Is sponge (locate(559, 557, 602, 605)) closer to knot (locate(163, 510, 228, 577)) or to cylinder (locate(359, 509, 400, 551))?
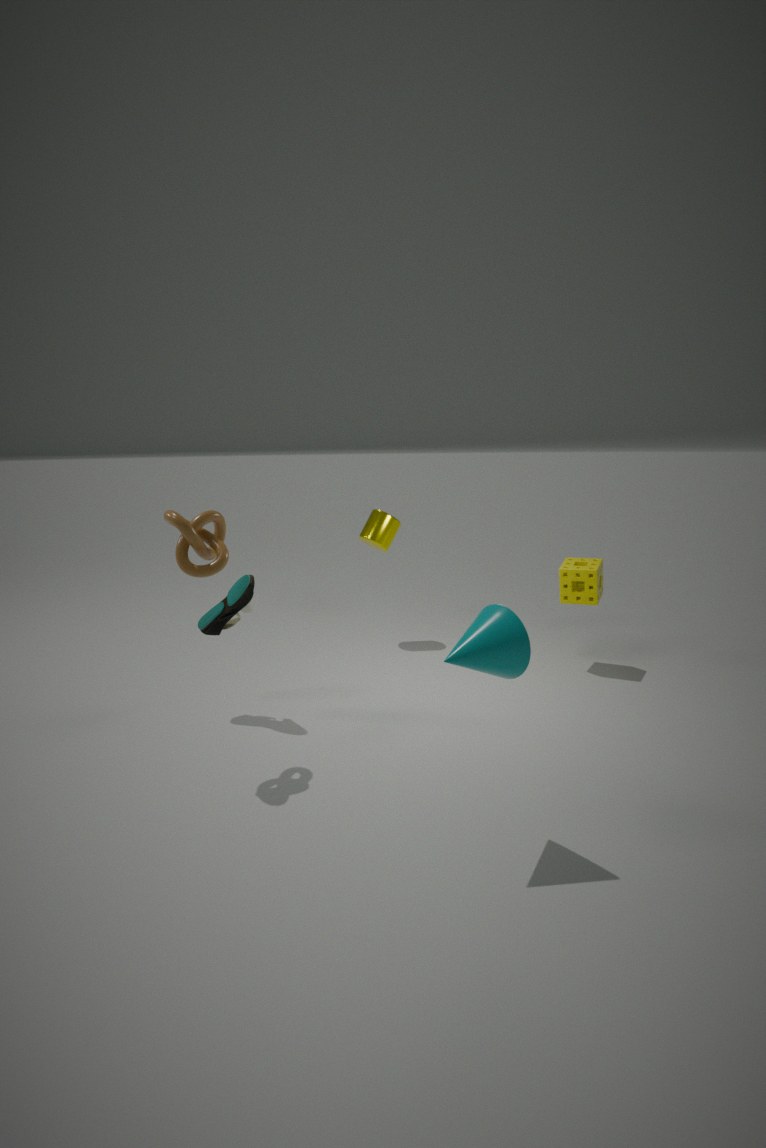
cylinder (locate(359, 509, 400, 551))
